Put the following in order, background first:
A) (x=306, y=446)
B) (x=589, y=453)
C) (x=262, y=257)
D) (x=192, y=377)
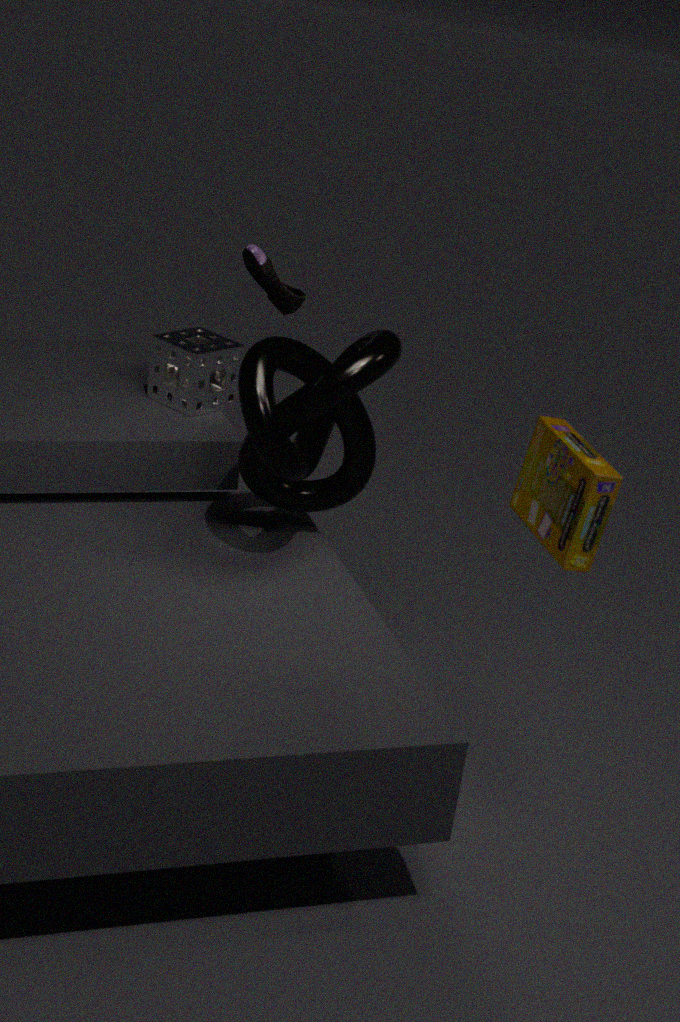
1. (x=262, y=257)
2. (x=192, y=377)
3. (x=306, y=446)
4. (x=589, y=453)
